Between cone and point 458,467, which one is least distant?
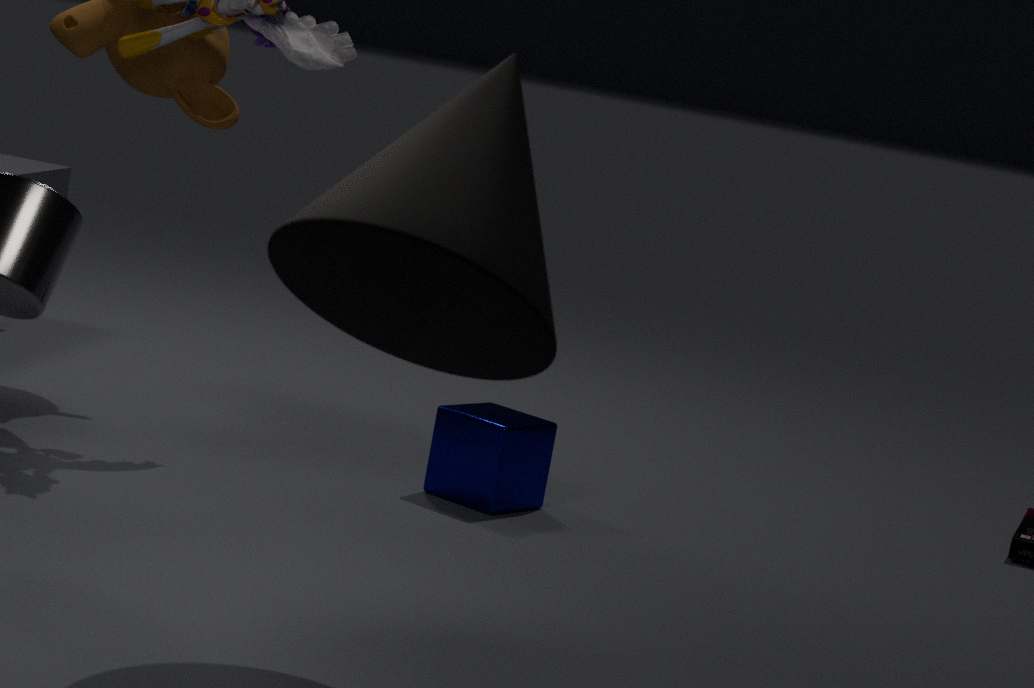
cone
